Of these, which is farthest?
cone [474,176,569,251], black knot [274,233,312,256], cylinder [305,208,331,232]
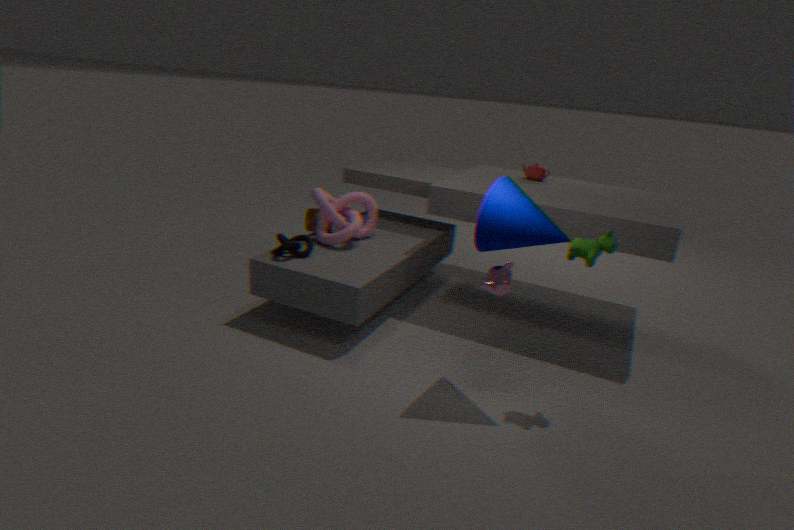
cylinder [305,208,331,232]
